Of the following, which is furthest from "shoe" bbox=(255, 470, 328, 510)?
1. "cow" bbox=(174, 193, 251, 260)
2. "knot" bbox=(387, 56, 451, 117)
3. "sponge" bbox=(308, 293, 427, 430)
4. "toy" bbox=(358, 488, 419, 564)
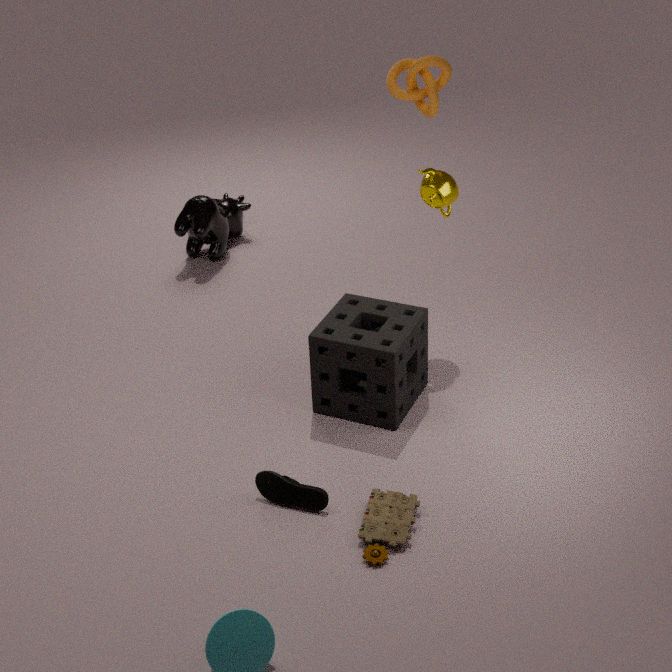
"cow" bbox=(174, 193, 251, 260)
